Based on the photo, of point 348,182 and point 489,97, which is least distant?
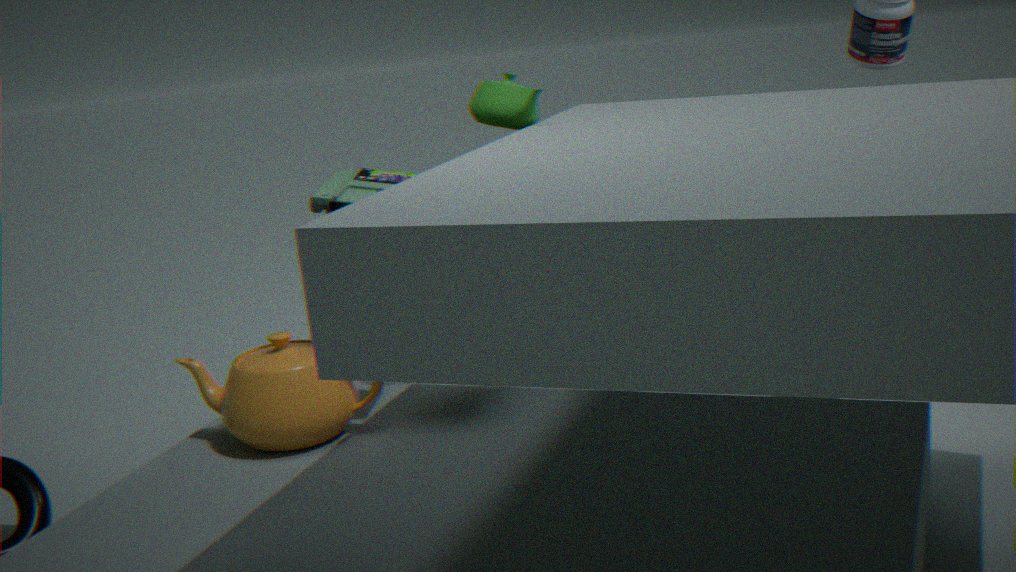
point 348,182
